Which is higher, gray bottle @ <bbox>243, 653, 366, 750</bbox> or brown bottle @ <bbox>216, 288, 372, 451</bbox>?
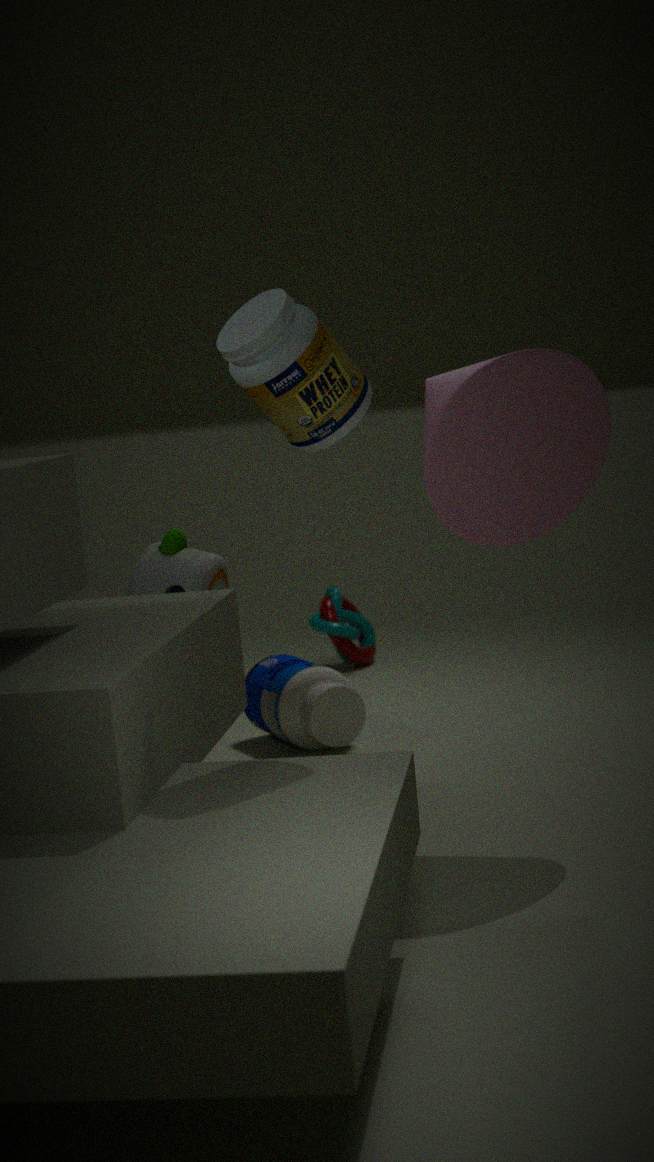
brown bottle @ <bbox>216, 288, 372, 451</bbox>
